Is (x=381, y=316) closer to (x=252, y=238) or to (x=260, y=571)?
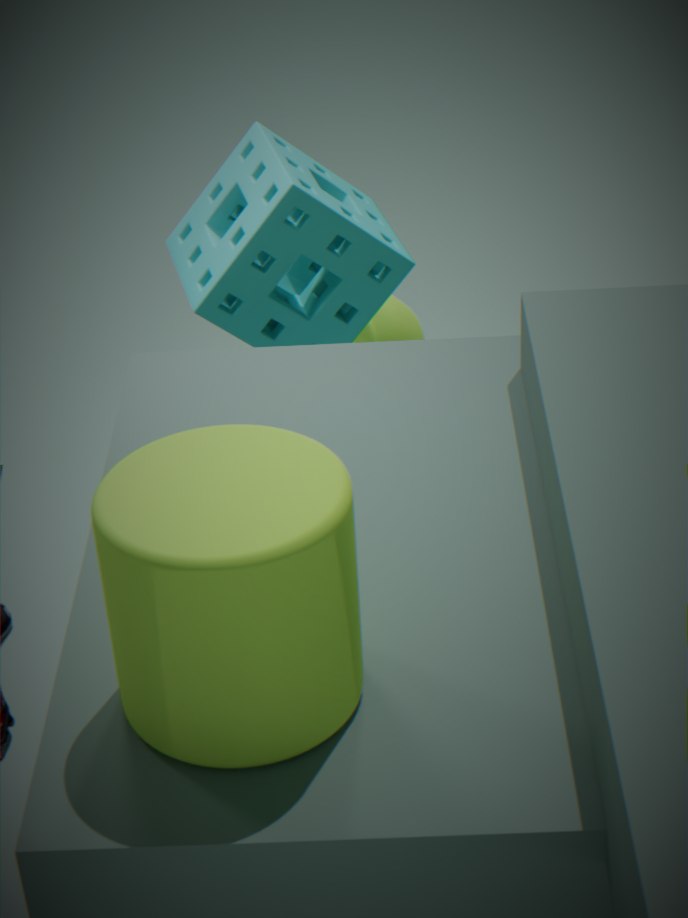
(x=252, y=238)
